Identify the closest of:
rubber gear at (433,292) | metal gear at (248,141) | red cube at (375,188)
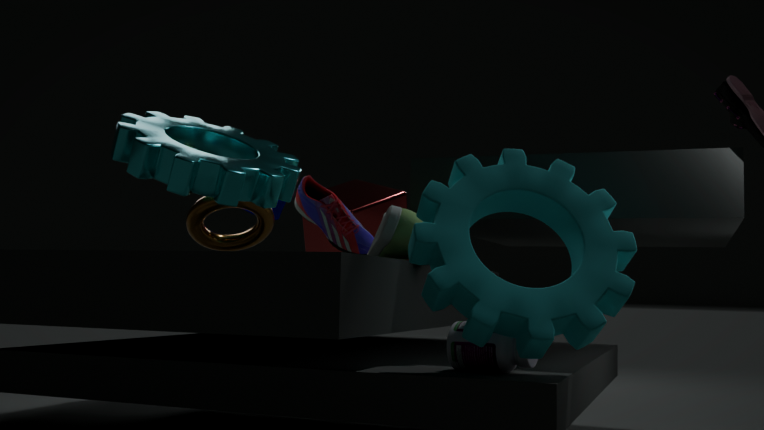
rubber gear at (433,292)
